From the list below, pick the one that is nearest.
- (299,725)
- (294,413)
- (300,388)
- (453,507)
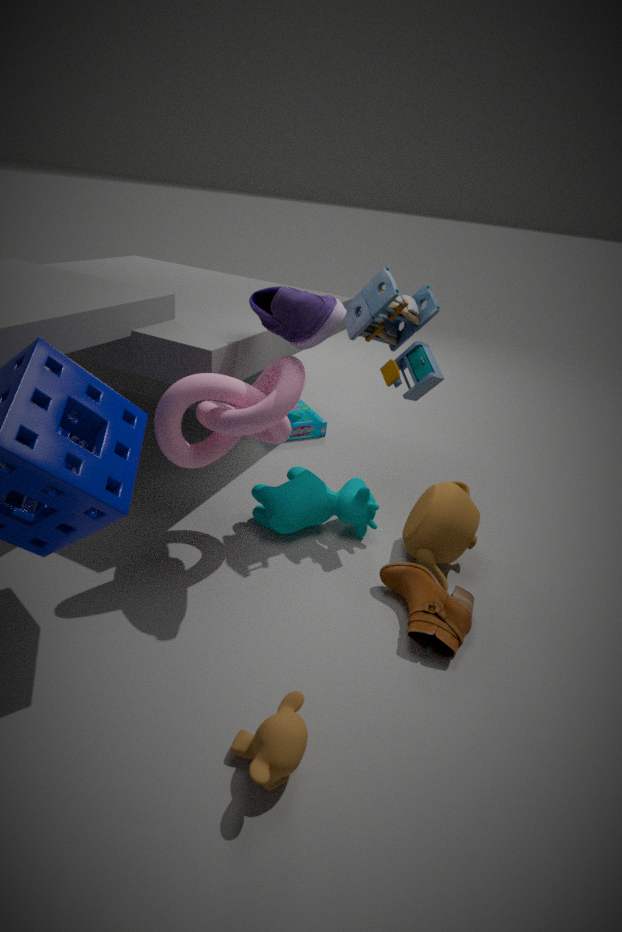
(299,725)
